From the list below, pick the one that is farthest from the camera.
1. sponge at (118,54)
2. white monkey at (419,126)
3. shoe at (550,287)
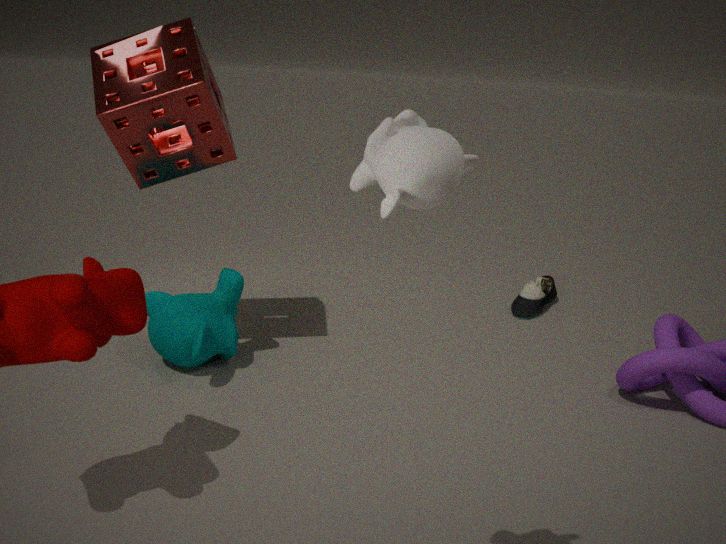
shoe at (550,287)
